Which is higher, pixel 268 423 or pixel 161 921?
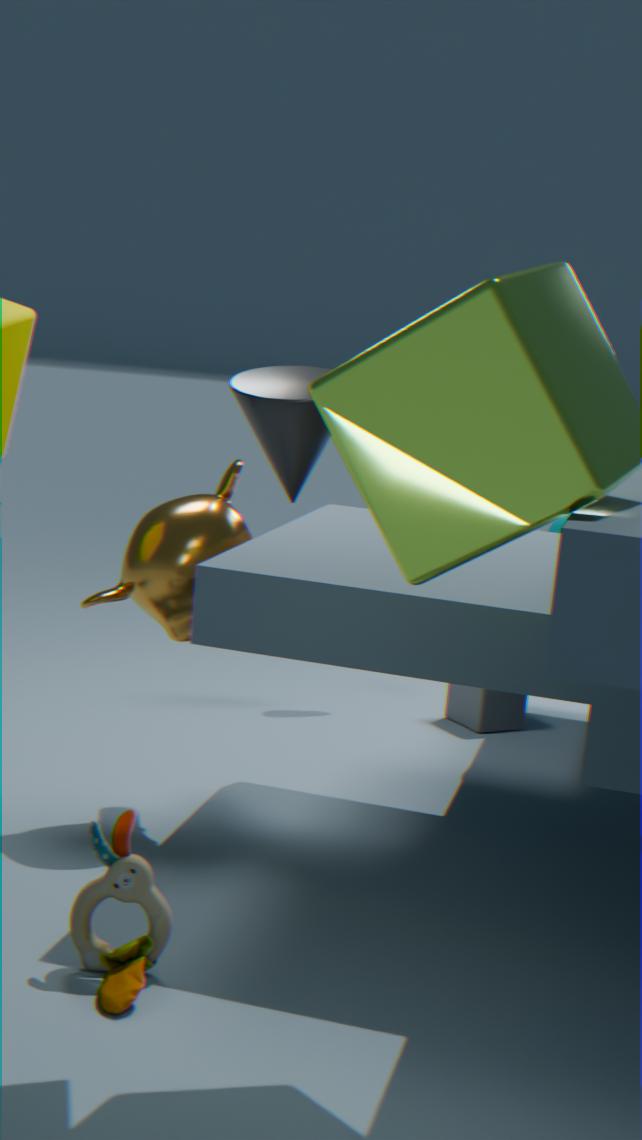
pixel 268 423
